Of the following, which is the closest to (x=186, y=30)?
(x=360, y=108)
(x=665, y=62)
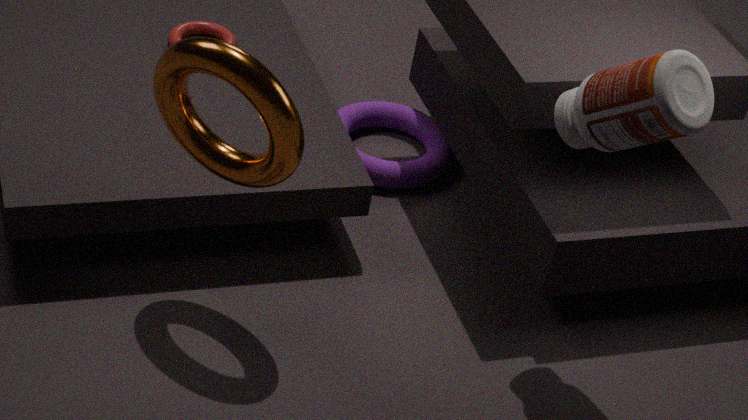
(x=360, y=108)
